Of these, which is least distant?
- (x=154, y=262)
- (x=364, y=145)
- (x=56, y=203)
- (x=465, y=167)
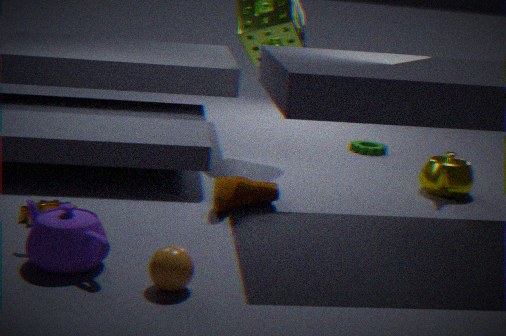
(x=154, y=262)
